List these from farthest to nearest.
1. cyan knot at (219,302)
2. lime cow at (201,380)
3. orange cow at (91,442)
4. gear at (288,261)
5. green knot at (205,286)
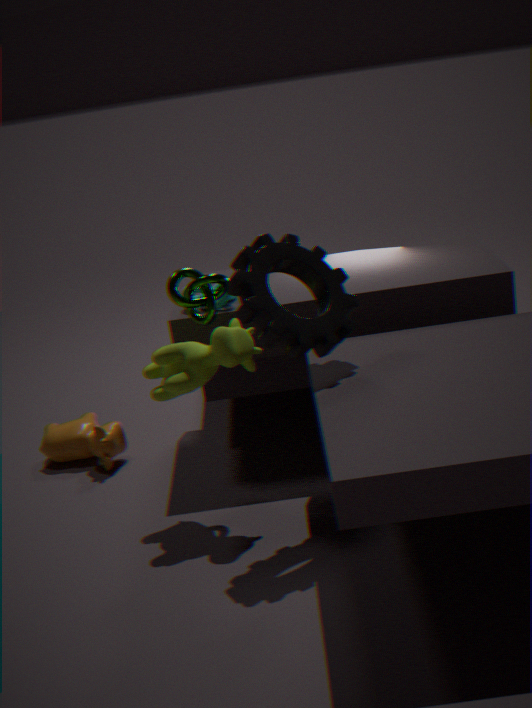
orange cow at (91,442) < cyan knot at (219,302) < green knot at (205,286) < lime cow at (201,380) < gear at (288,261)
